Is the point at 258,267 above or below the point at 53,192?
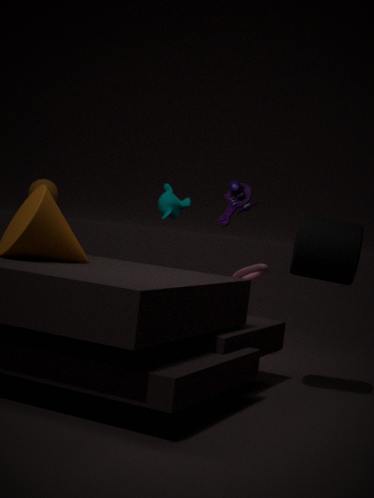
below
